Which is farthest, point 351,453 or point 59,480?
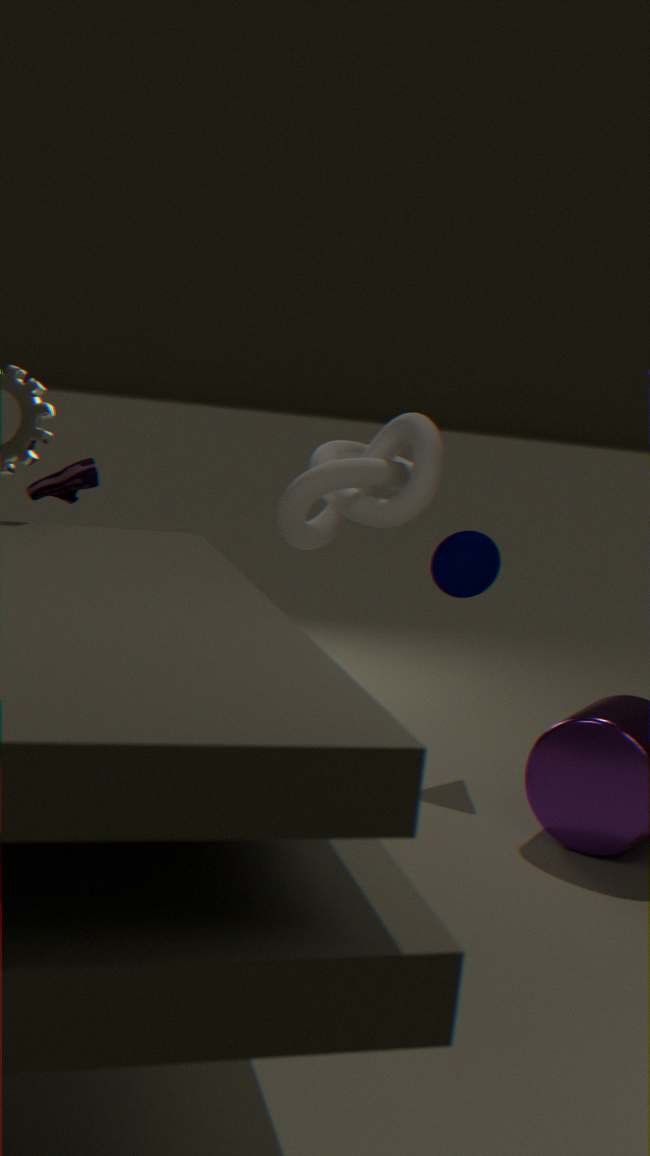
point 351,453
